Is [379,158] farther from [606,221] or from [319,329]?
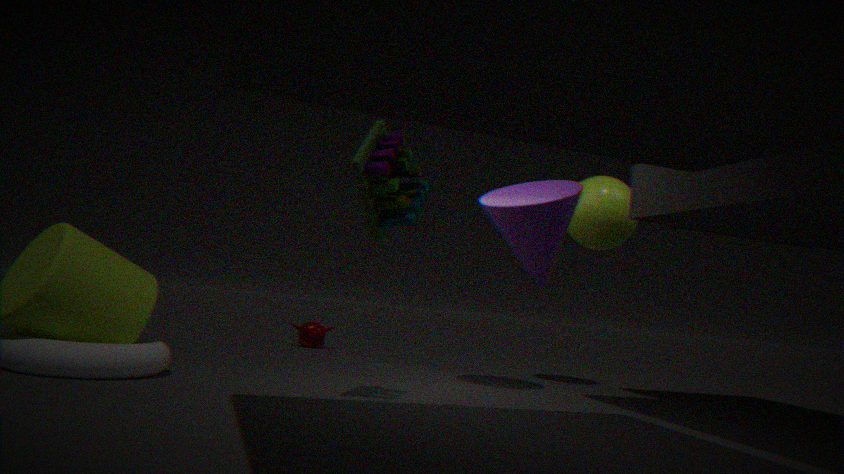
[319,329]
